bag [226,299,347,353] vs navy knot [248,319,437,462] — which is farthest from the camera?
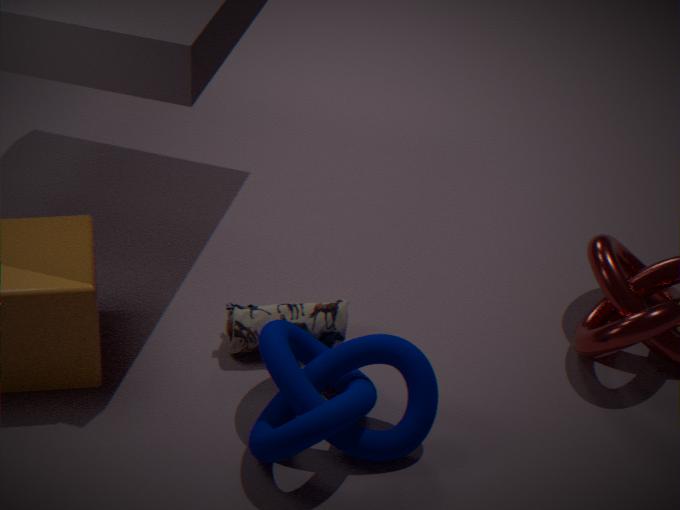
bag [226,299,347,353]
